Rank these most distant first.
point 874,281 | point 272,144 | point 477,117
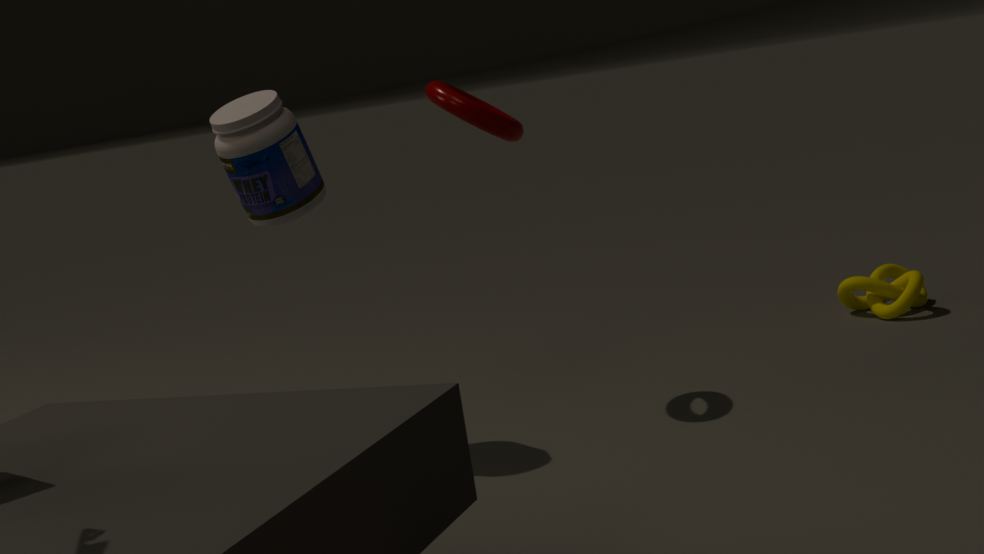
1. point 874,281
2. point 477,117
3. point 272,144
